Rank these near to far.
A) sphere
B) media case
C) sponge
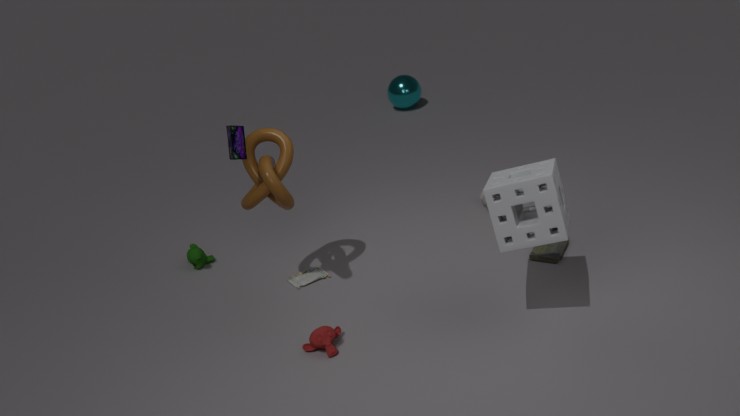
sponge, media case, sphere
